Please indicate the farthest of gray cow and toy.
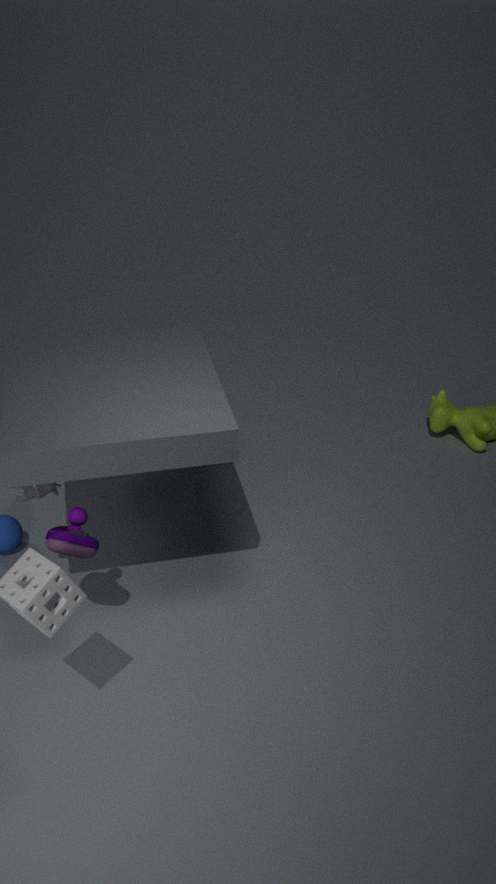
gray cow
